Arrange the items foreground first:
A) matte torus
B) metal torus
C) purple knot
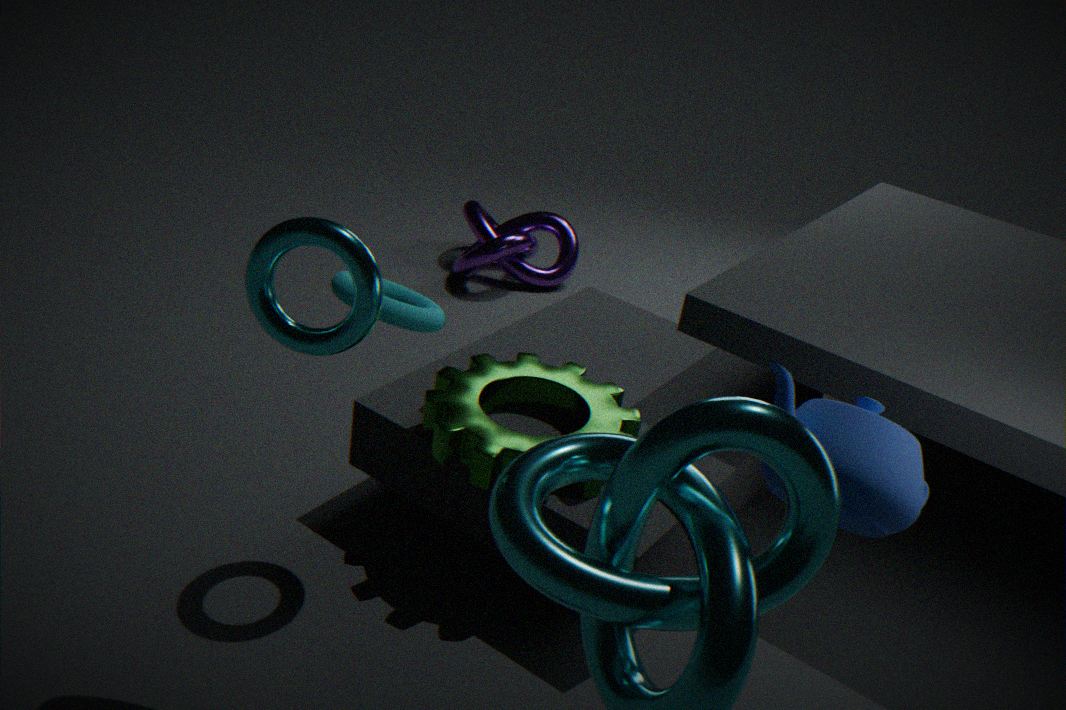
metal torus
matte torus
purple knot
